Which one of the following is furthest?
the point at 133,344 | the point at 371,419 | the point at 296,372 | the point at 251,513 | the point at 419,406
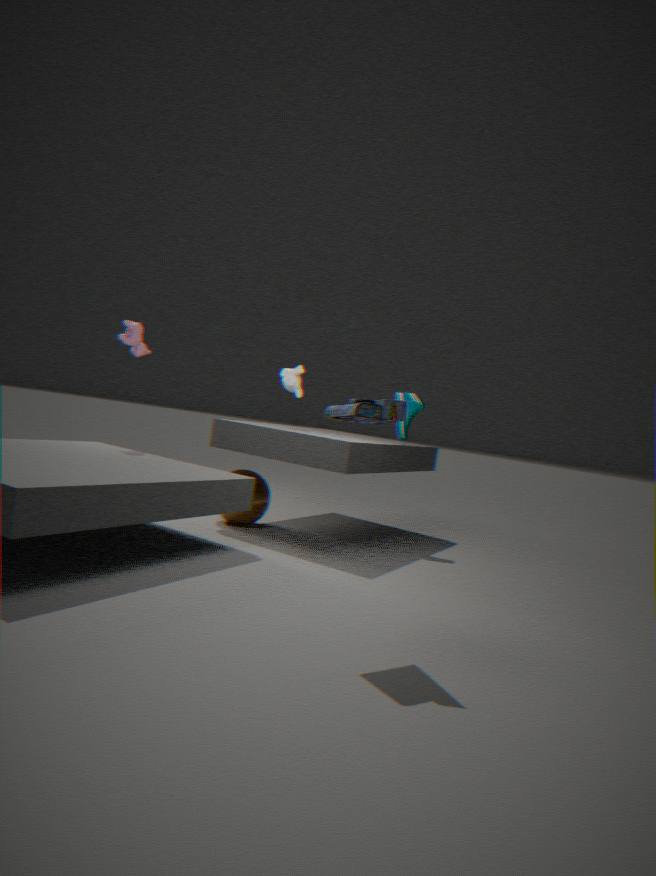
the point at 419,406
